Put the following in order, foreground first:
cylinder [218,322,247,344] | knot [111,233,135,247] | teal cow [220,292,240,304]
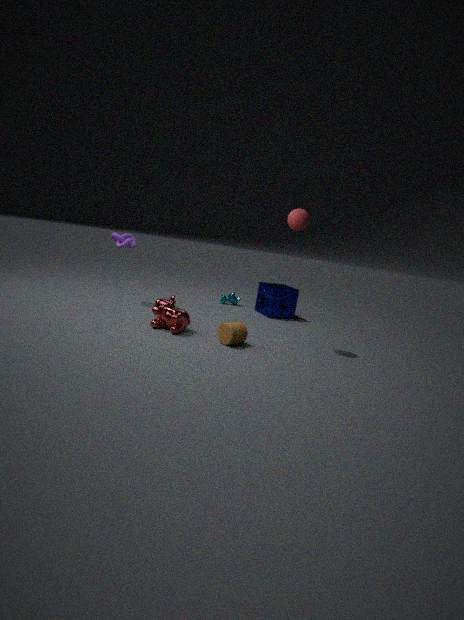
cylinder [218,322,247,344] < knot [111,233,135,247] < teal cow [220,292,240,304]
